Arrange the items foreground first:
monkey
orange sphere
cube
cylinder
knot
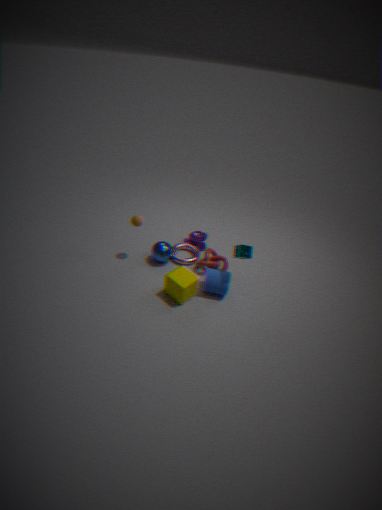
cube
cylinder
orange sphere
knot
monkey
